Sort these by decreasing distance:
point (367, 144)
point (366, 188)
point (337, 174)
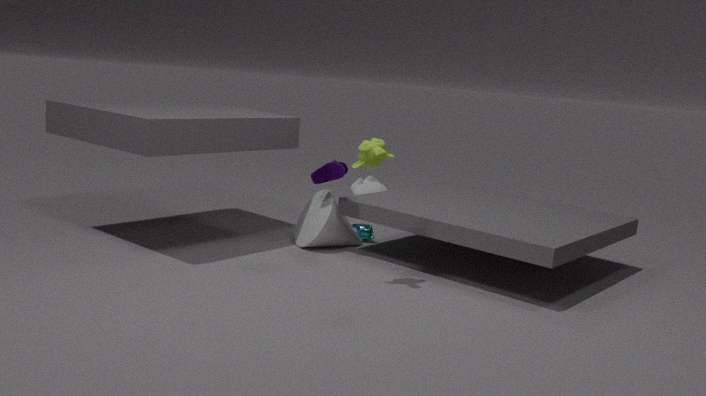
point (366, 188) < point (337, 174) < point (367, 144)
